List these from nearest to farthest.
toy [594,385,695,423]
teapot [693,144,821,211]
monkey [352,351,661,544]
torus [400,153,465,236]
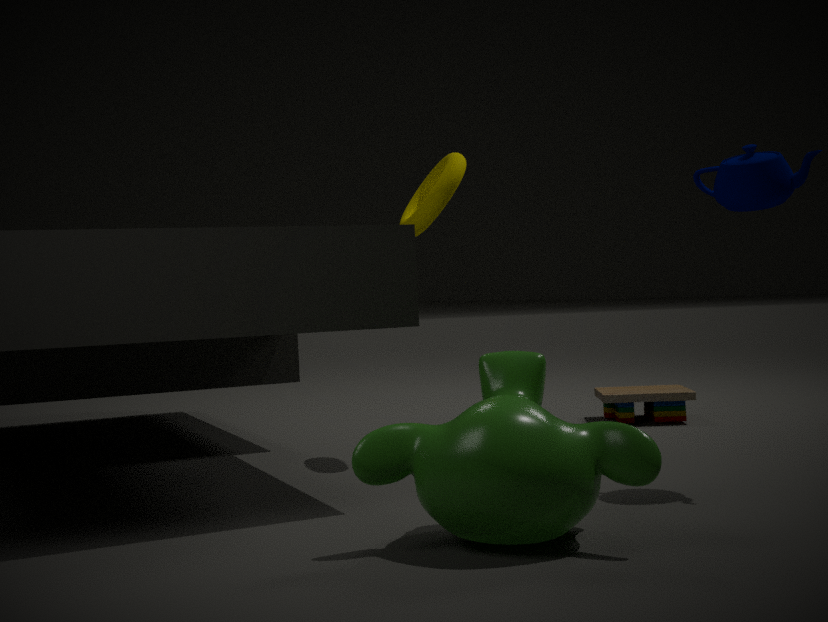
monkey [352,351,661,544] → teapot [693,144,821,211] → torus [400,153,465,236] → toy [594,385,695,423]
